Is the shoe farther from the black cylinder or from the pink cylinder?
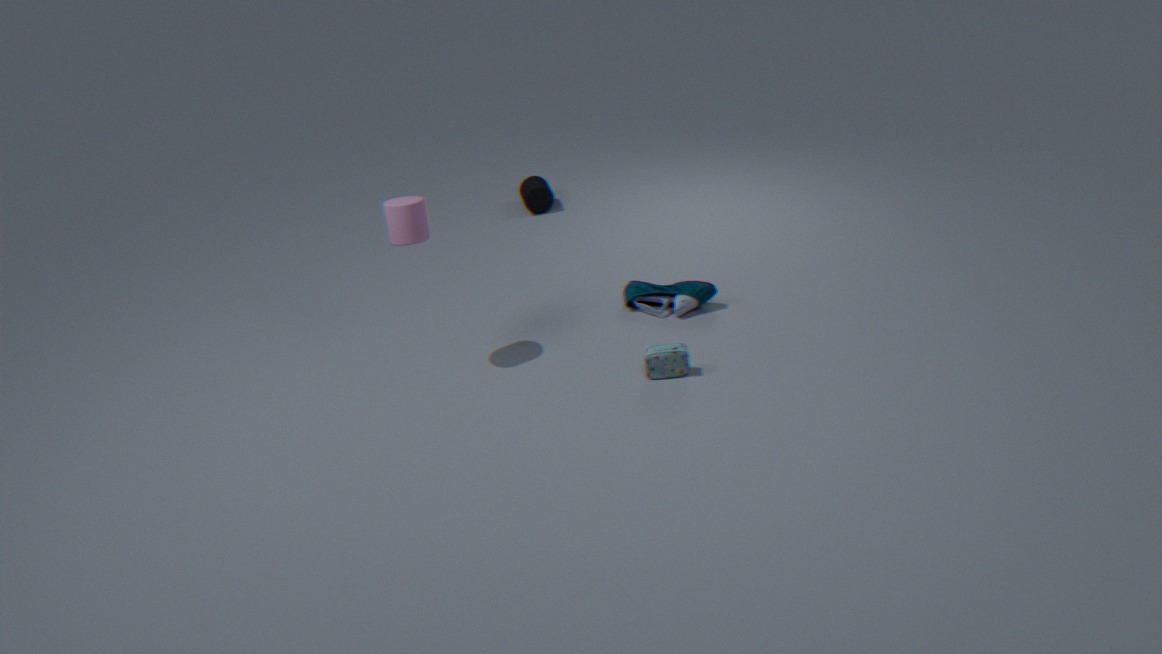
the black cylinder
